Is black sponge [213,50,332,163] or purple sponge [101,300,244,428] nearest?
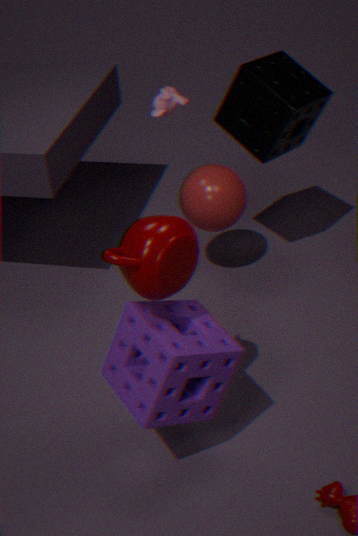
purple sponge [101,300,244,428]
